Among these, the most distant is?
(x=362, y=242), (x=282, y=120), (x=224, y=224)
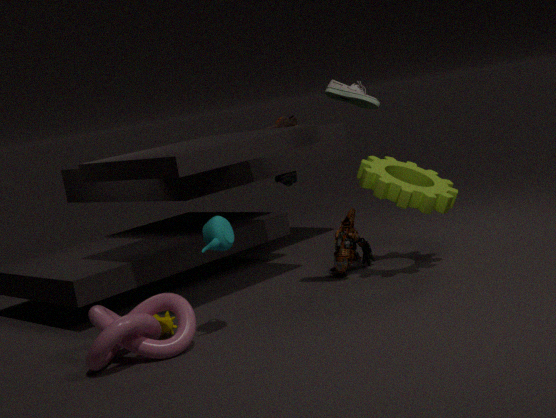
(x=282, y=120)
